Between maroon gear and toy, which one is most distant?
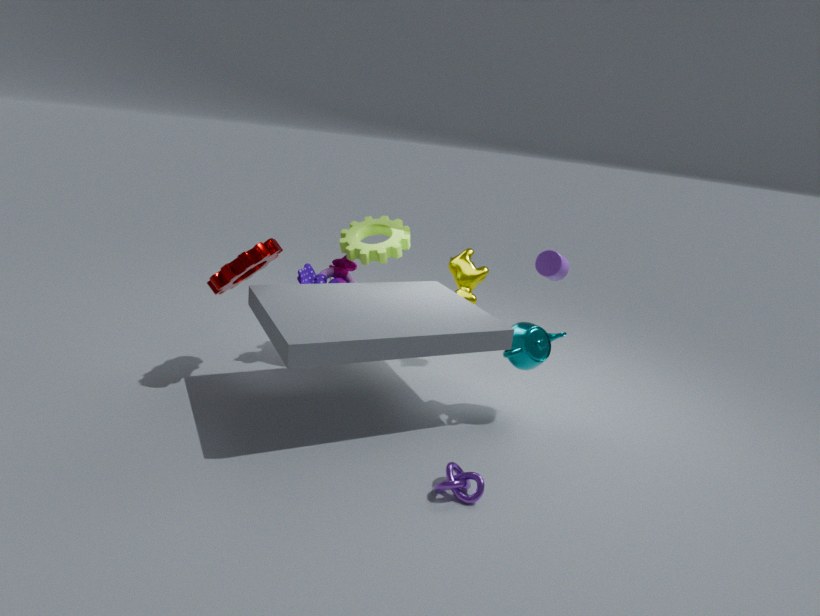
toy
